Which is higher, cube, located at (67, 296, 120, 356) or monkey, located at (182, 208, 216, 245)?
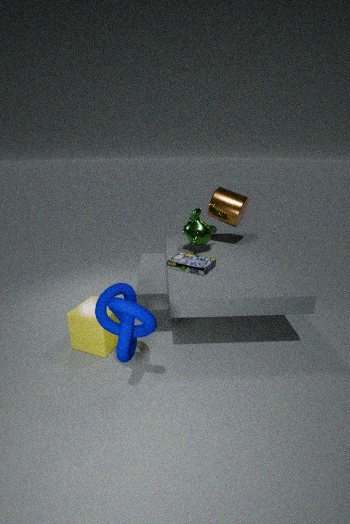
monkey, located at (182, 208, 216, 245)
